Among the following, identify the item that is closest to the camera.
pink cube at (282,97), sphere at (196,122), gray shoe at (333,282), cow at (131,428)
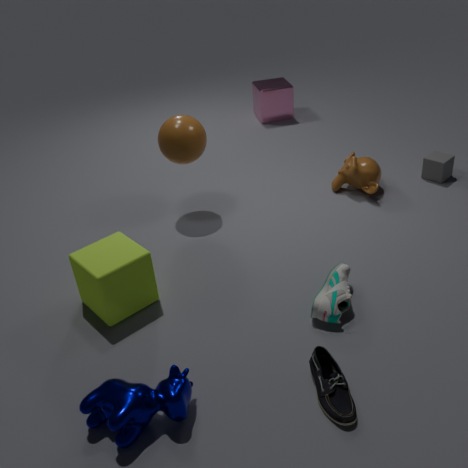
cow at (131,428)
